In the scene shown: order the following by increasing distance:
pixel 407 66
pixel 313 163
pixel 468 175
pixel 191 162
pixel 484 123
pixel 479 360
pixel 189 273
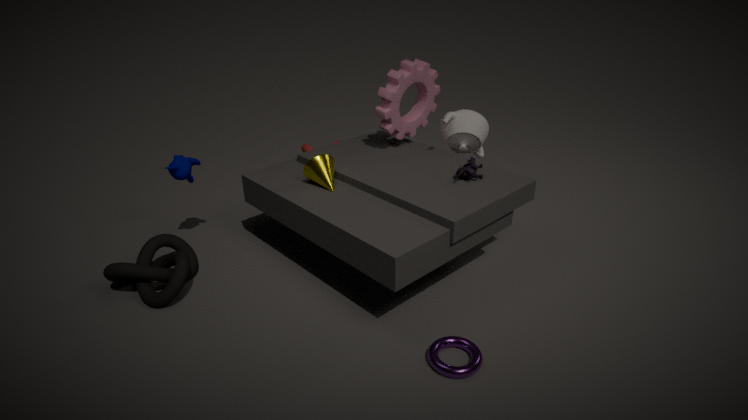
pixel 479 360 < pixel 468 175 < pixel 313 163 < pixel 189 273 < pixel 191 162 < pixel 407 66 < pixel 484 123
